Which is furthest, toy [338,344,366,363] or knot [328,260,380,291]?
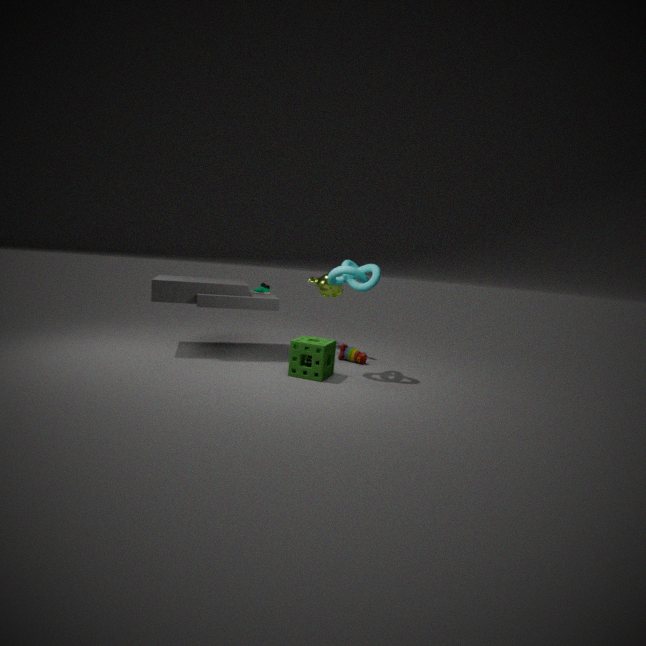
toy [338,344,366,363]
